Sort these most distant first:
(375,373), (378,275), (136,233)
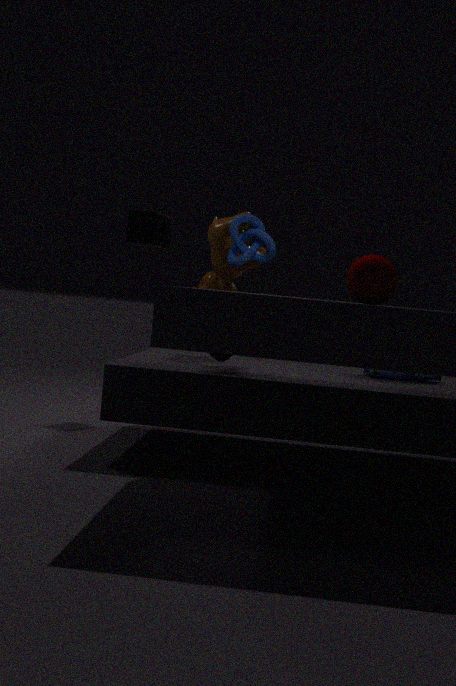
(136,233) → (375,373) → (378,275)
